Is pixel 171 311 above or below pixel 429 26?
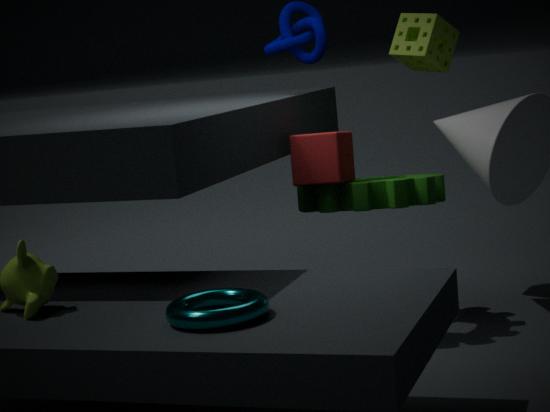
below
